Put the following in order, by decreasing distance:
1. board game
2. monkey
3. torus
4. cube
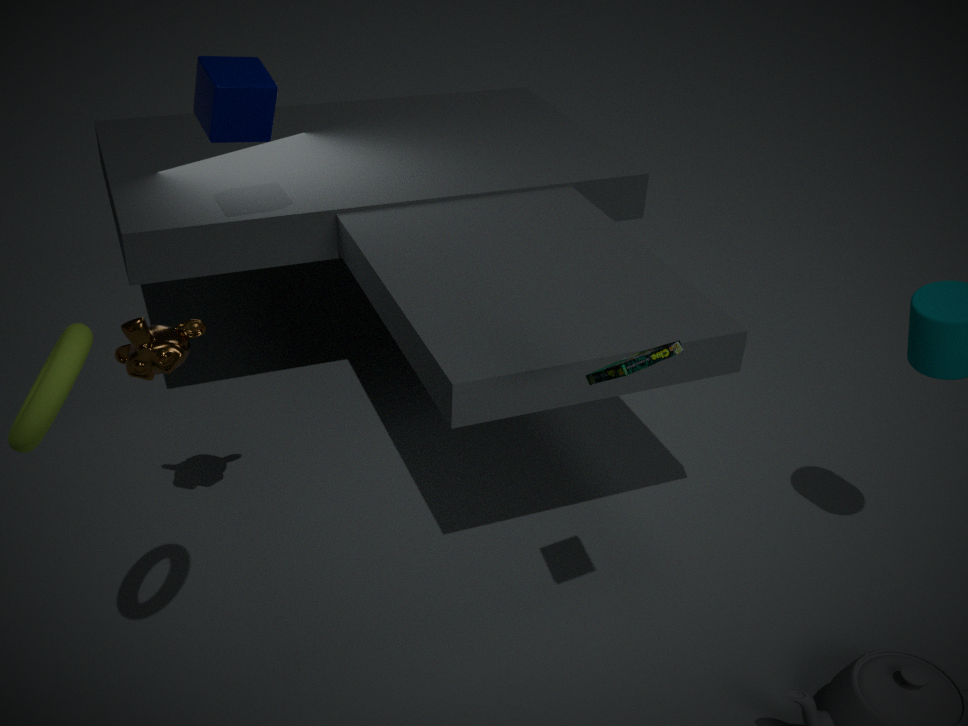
1. cube
2. monkey
3. board game
4. torus
